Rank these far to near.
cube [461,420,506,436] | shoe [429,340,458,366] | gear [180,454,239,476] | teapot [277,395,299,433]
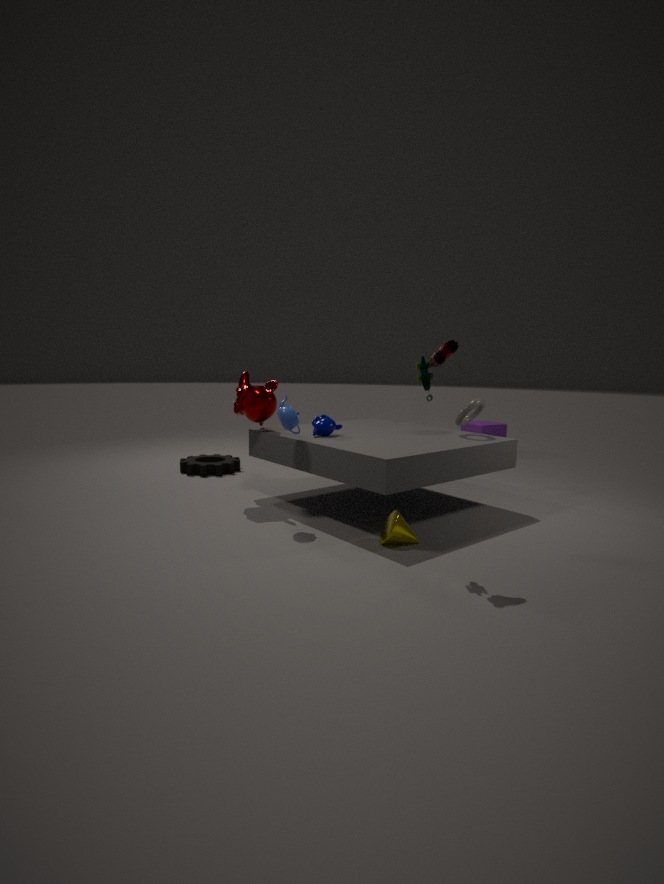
cube [461,420,506,436] → gear [180,454,239,476] → teapot [277,395,299,433] → shoe [429,340,458,366]
